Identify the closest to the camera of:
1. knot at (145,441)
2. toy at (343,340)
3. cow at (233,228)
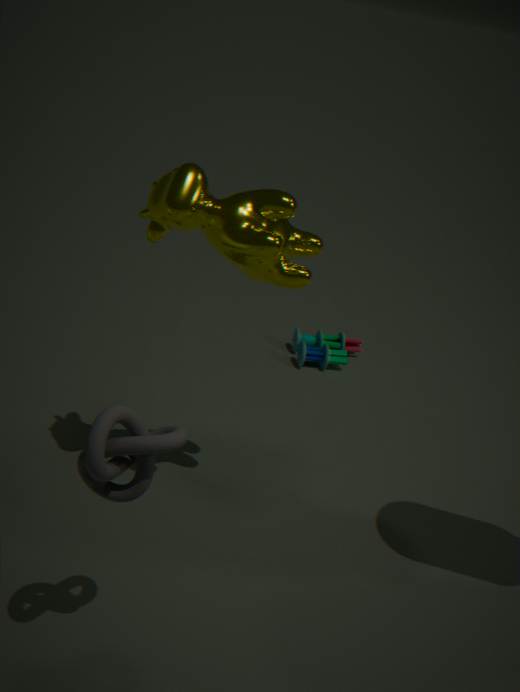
knot at (145,441)
